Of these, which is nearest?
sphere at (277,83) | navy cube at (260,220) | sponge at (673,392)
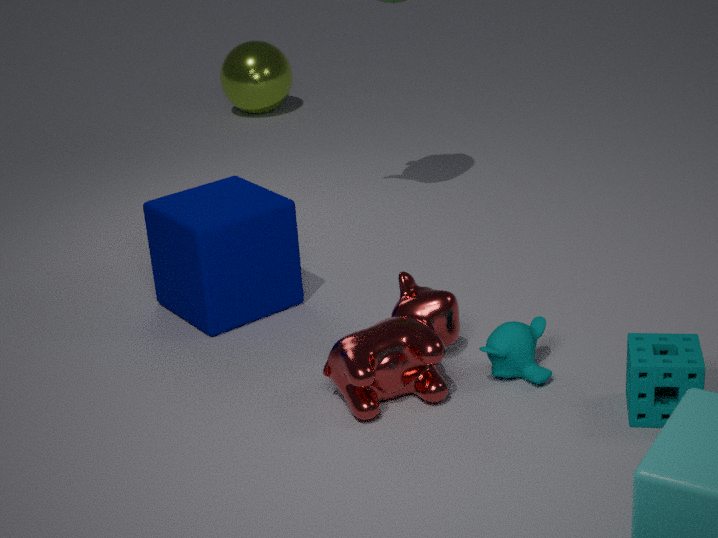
sponge at (673,392)
